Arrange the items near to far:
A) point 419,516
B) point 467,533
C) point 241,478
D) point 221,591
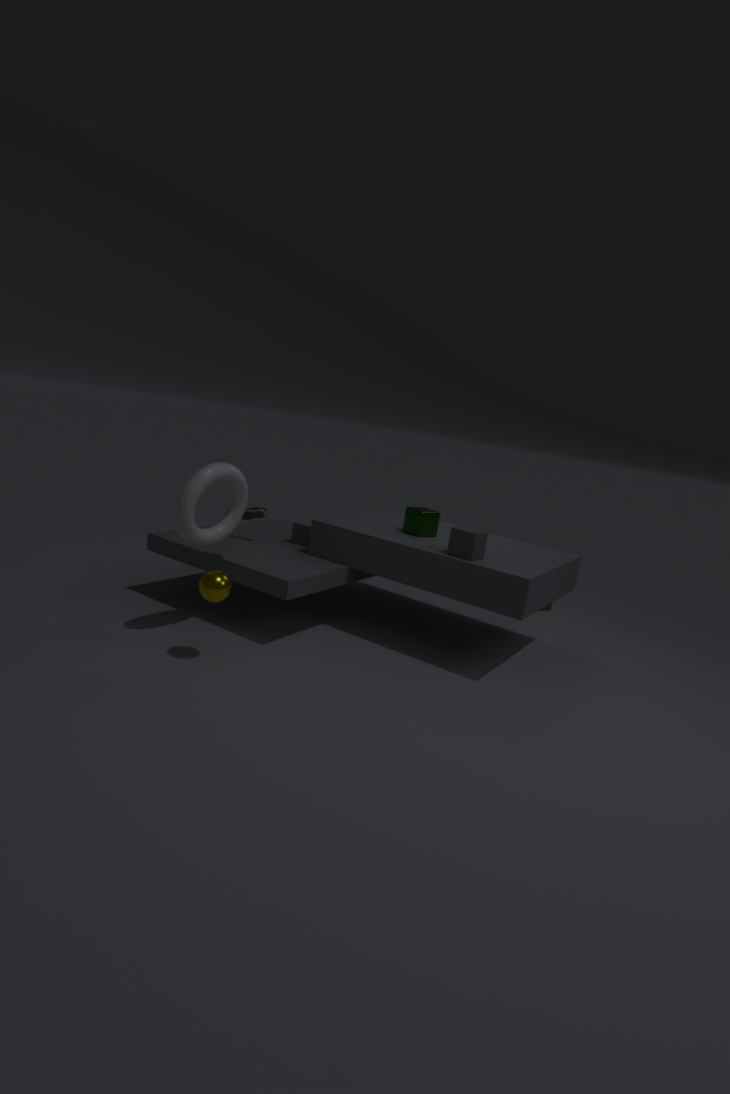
1. point 221,591
2. point 241,478
3. point 467,533
4. point 419,516
